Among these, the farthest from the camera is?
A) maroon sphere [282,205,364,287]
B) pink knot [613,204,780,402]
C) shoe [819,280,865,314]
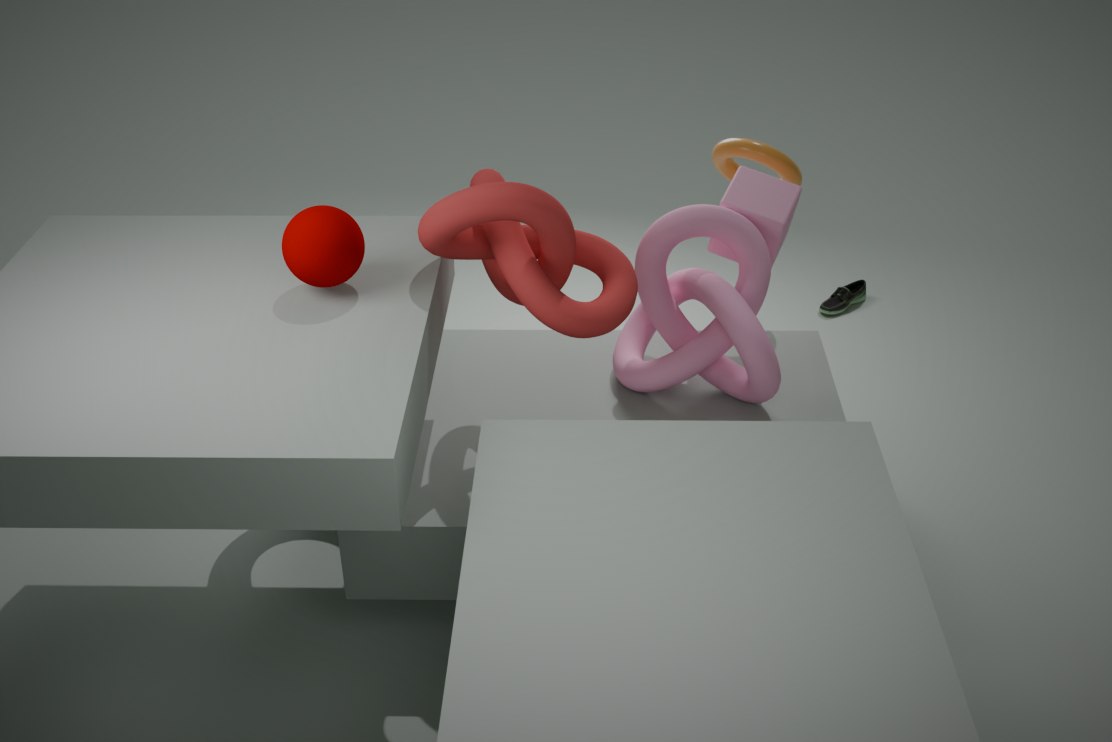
shoe [819,280,865,314]
